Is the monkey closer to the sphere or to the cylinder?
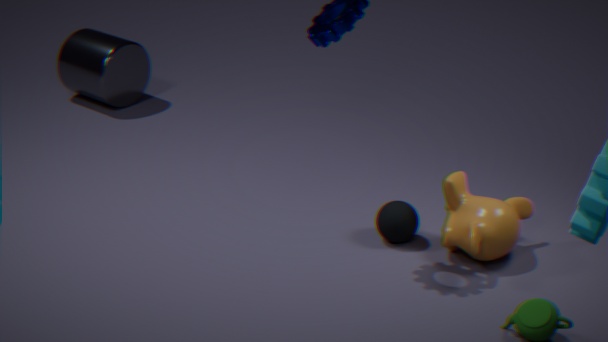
the sphere
